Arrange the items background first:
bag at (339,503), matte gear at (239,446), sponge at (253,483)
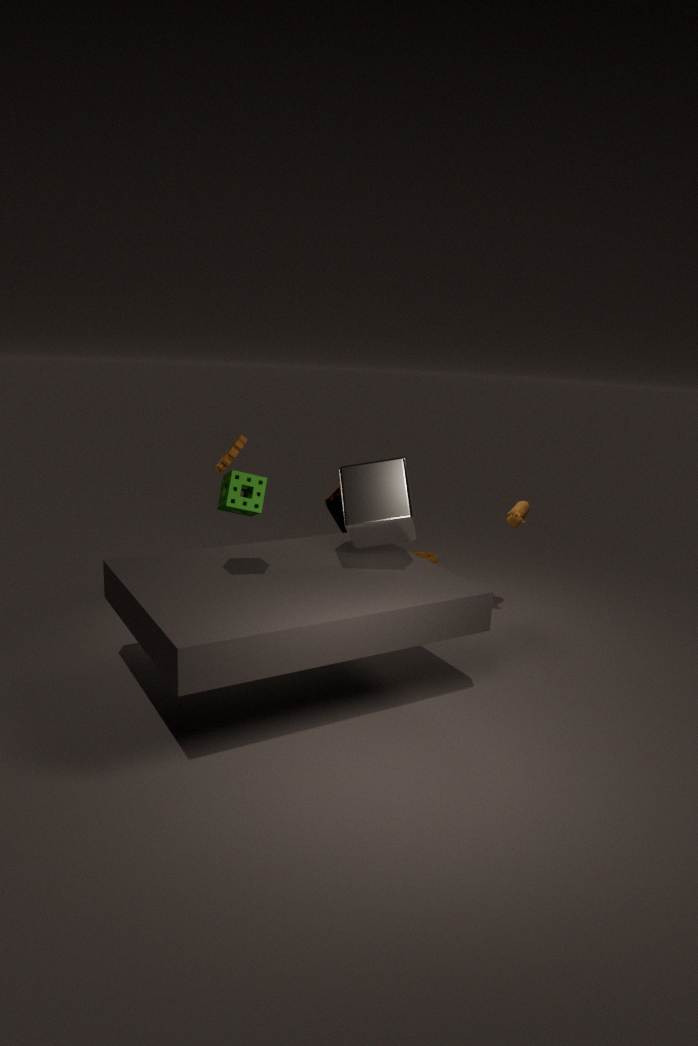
1. bag at (339,503)
2. matte gear at (239,446)
3. sponge at (253,483)
